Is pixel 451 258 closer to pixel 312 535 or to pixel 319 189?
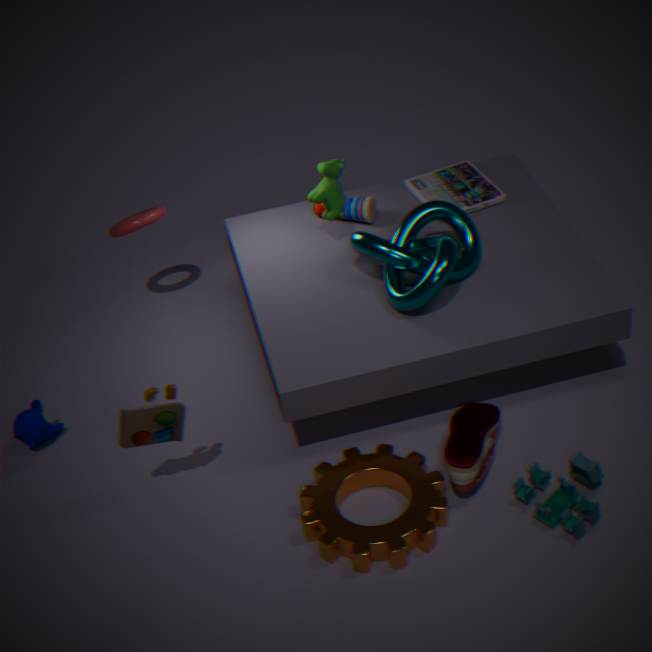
pixel 319 189
